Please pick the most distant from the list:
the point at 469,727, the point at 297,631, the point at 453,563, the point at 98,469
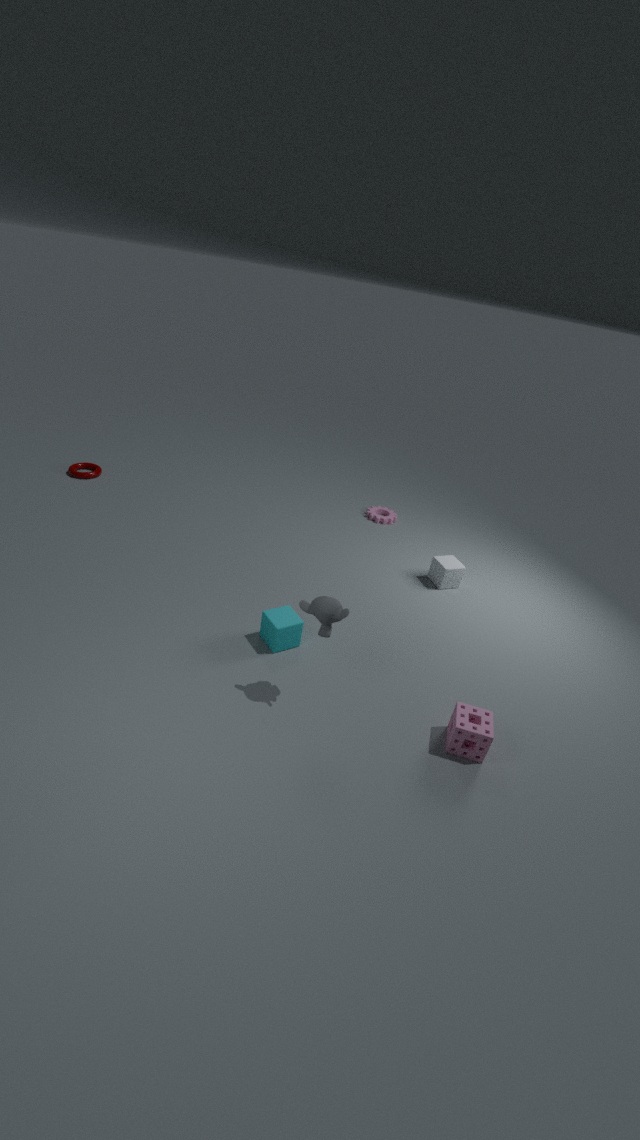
the point at 98,469
